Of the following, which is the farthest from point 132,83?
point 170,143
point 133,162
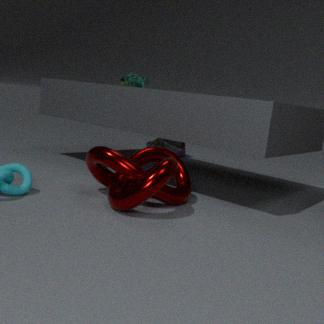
point 133,162
